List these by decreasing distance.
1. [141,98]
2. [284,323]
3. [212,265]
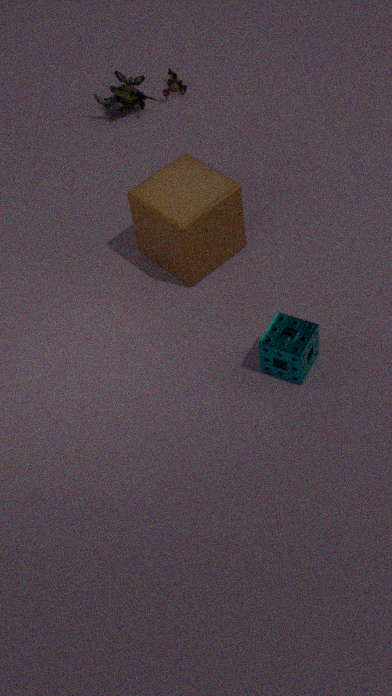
[141,98] → [212,265] → [284,323]
